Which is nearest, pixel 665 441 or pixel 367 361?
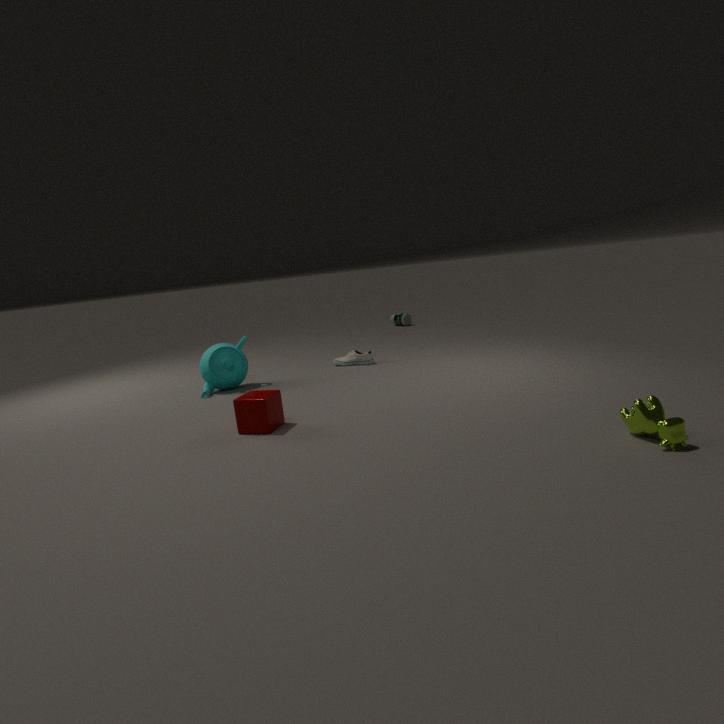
pixel 665 441
